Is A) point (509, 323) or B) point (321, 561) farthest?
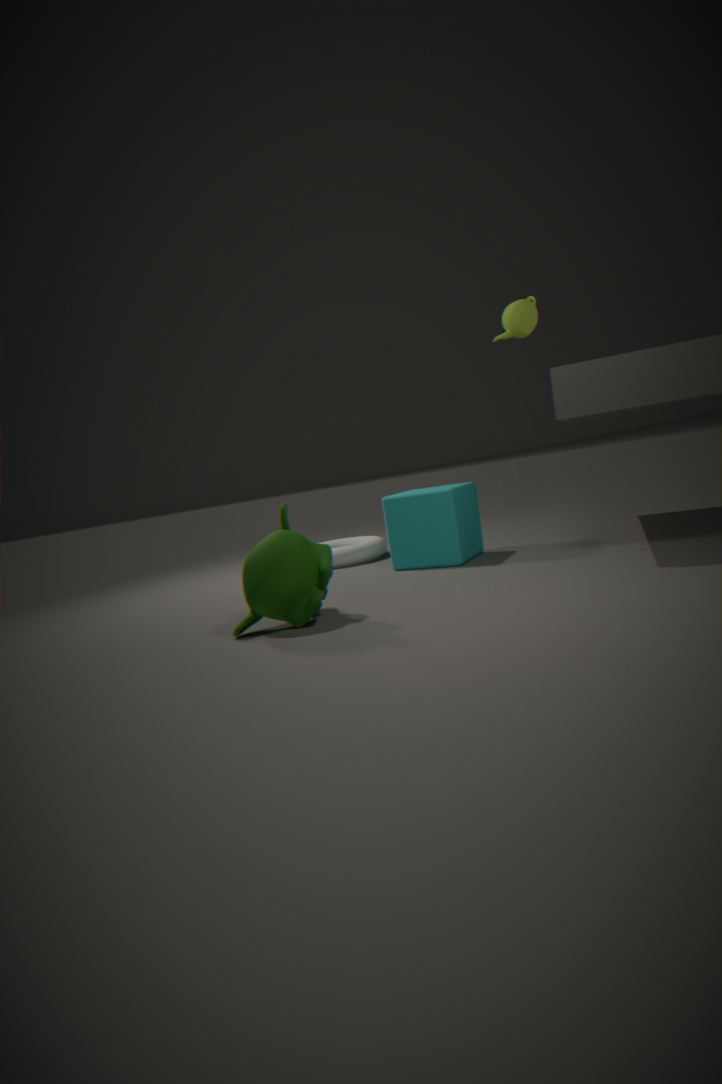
A. point (509, 323)
